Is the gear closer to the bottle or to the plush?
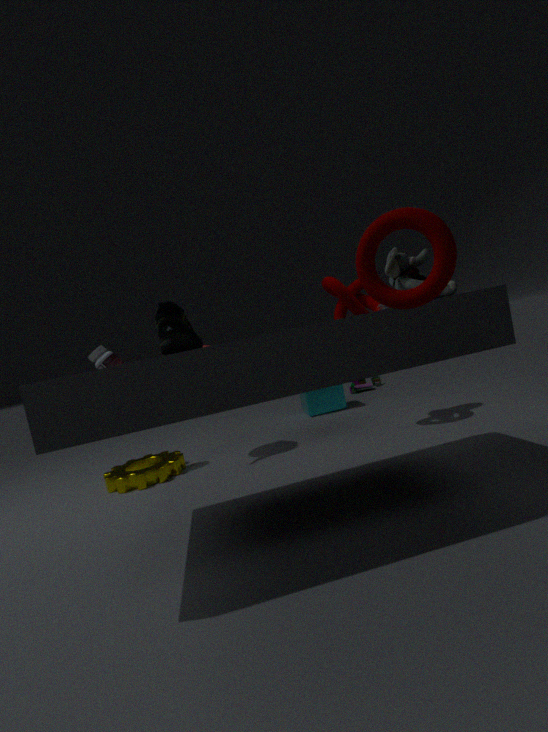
the bottle
